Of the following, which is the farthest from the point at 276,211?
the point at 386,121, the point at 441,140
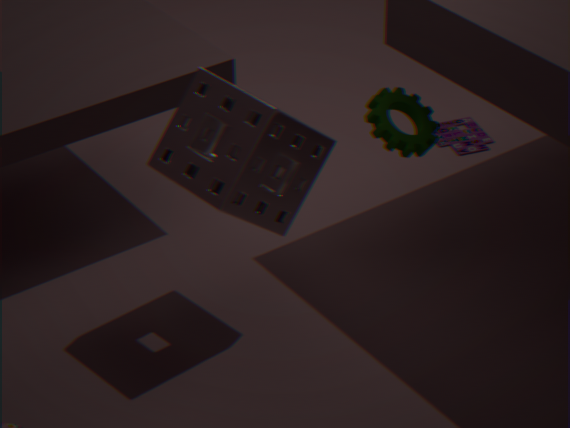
the point at 441,140
